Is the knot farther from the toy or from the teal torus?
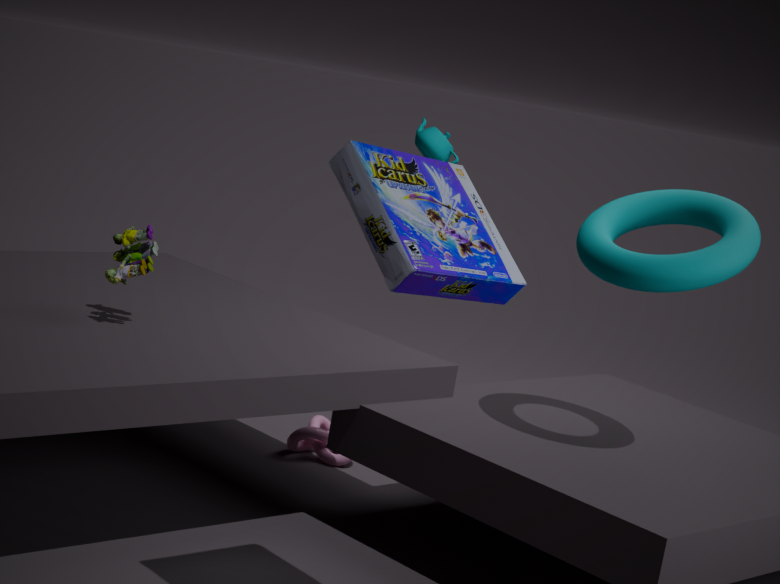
the teal torus
